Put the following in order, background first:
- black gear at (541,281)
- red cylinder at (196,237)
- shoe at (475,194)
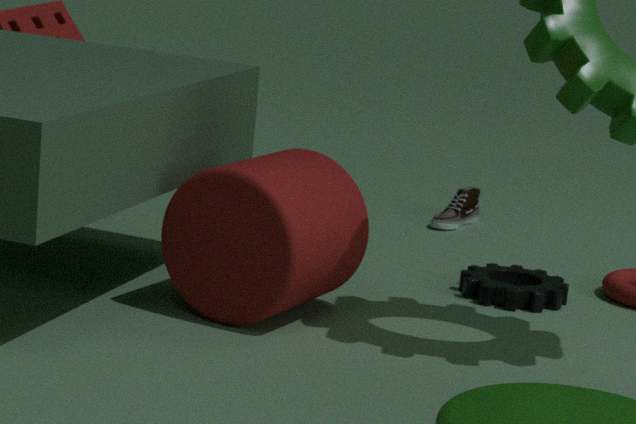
1. shoe at (475,194)
2. black gear at (541,281)
3. red cylinder at (196,237)
